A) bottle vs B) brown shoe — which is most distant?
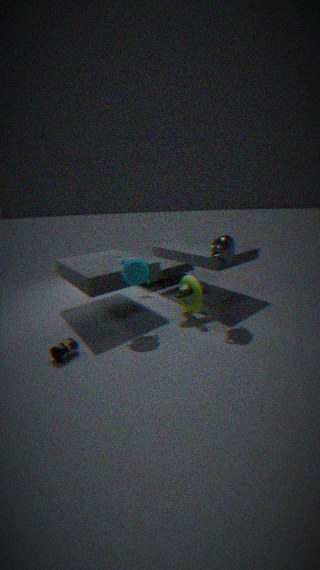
B. brown shoe
